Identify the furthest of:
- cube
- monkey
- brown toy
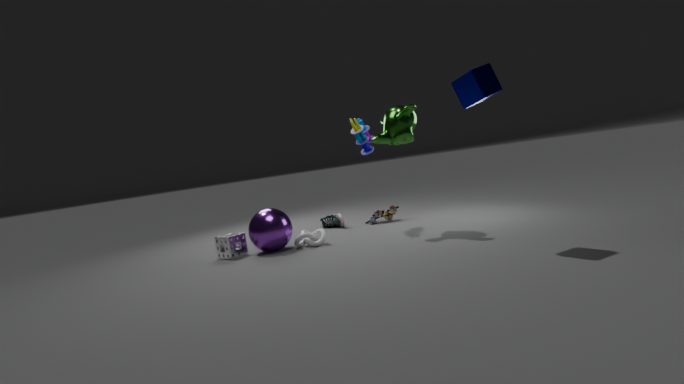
brown toy
